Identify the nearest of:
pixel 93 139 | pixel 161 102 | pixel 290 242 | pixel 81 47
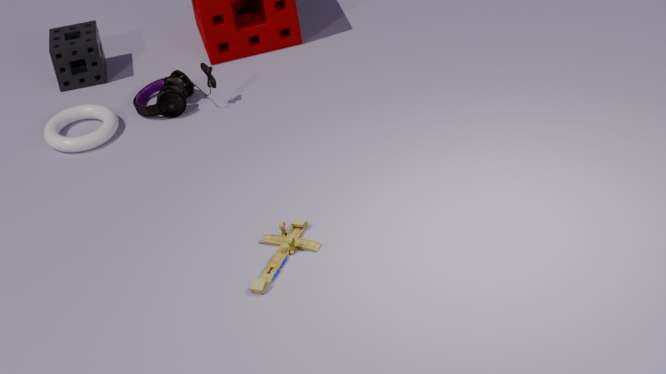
pixel 290 242
